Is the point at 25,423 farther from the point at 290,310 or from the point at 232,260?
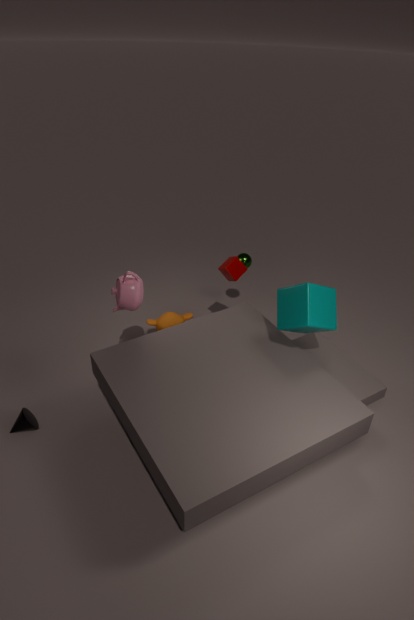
the point at 290,310
